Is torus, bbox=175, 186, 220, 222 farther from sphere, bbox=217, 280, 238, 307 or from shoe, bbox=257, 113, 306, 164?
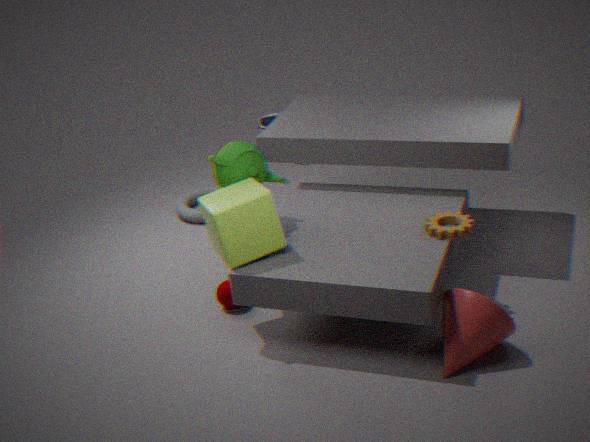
sphere, bbox=217, 280, 238, 307
